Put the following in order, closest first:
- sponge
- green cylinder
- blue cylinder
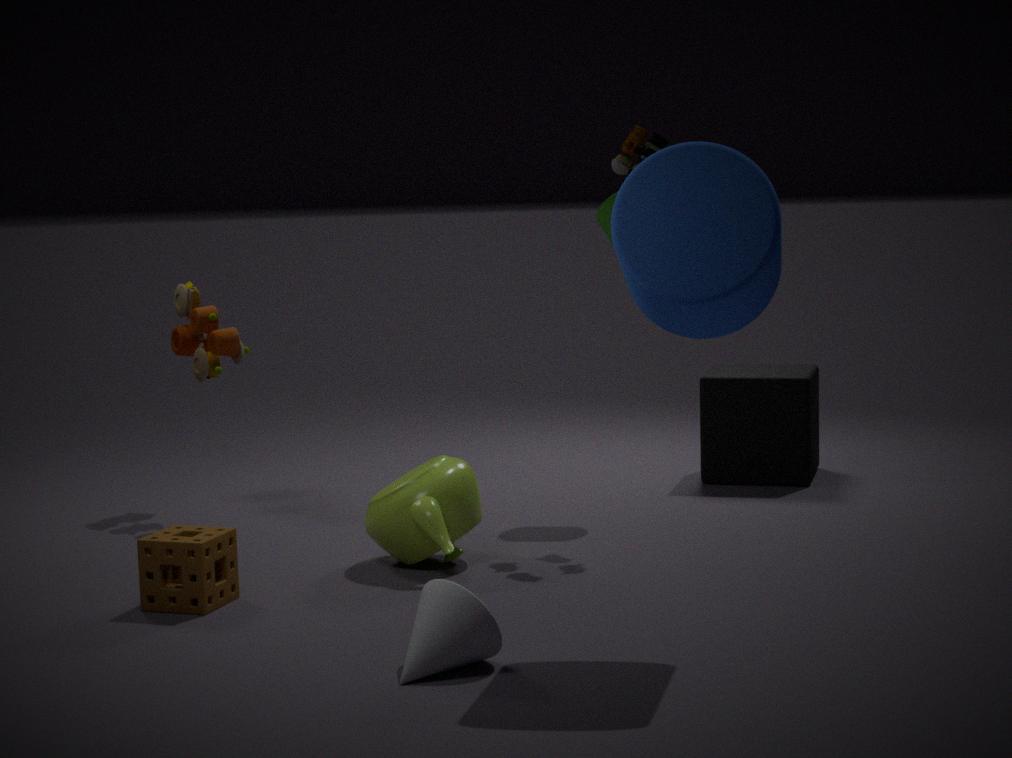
blue cylinder
sponge
green cylinder
